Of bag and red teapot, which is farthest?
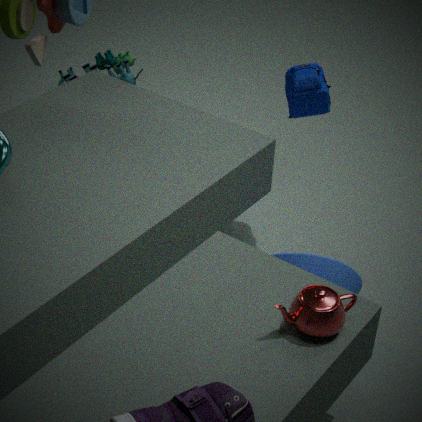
bag
